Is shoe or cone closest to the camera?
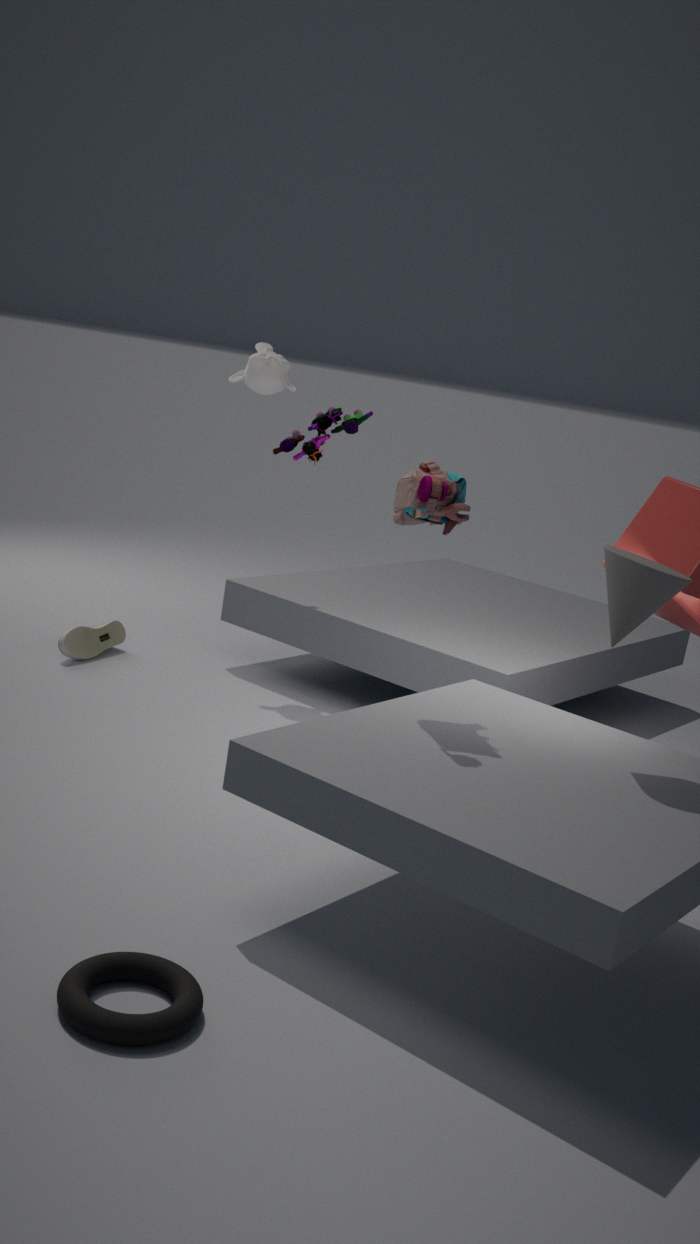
cone
